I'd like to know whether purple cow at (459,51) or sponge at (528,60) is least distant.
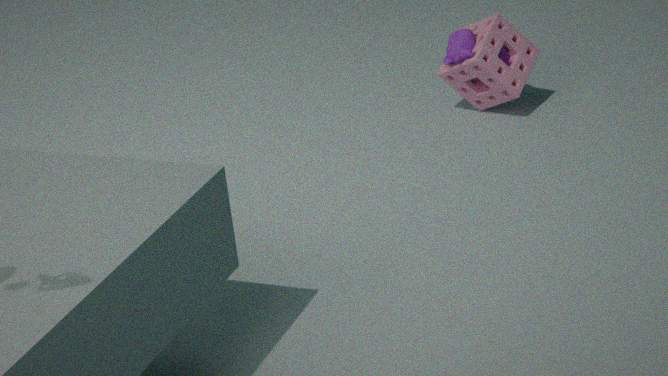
sponge at (528,60)
